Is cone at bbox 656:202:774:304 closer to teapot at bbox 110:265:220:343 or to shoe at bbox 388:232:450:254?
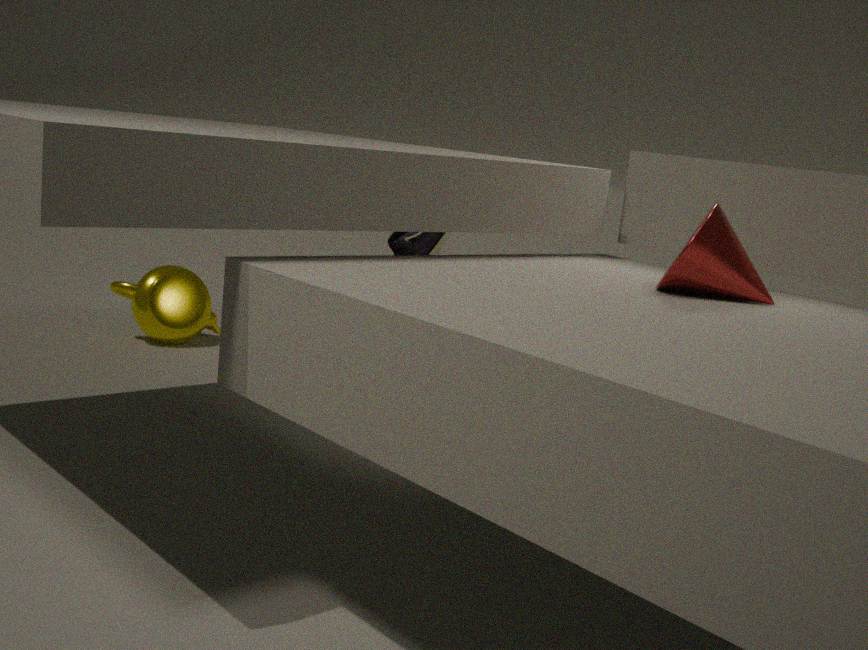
shoe at bbox 388:232:450:254
